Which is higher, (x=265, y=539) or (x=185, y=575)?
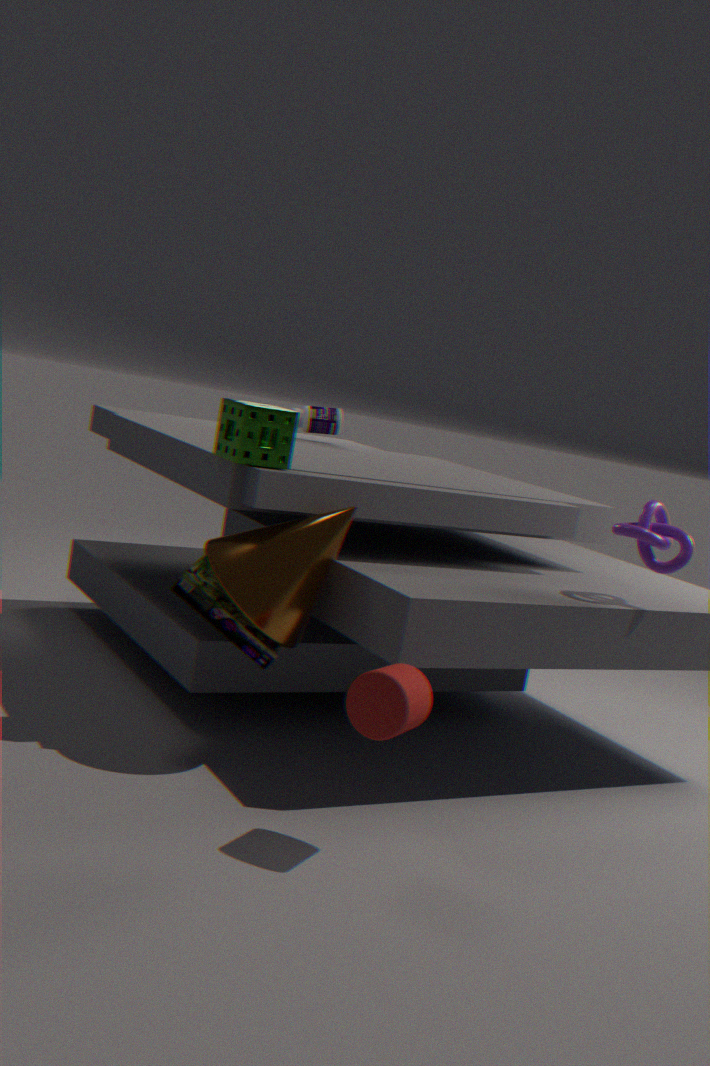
(x=265, y=539)
